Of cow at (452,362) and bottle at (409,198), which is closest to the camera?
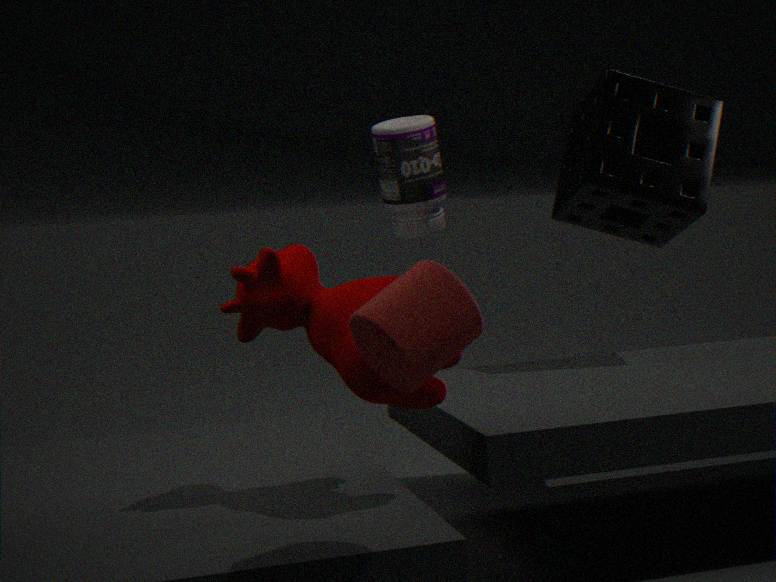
cow at (452,362)
